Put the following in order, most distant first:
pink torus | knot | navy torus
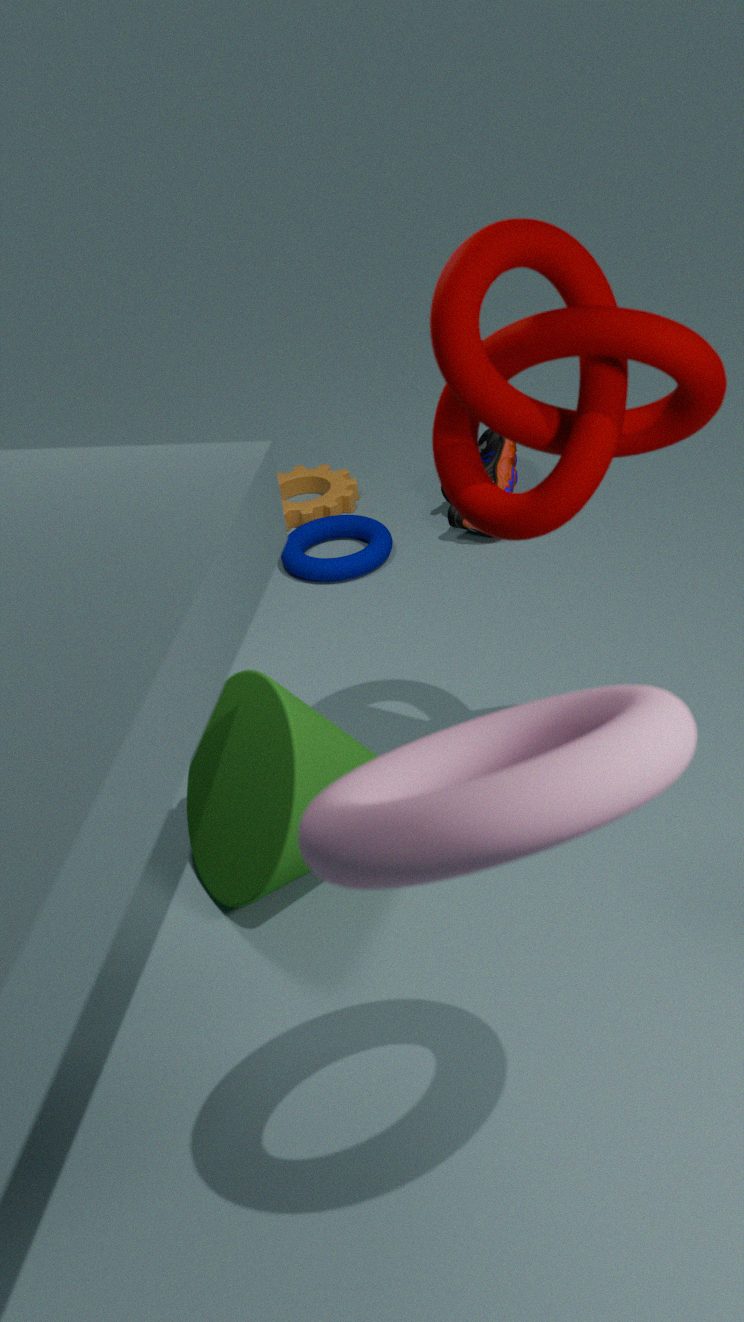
navy torus → knot → pink torus
